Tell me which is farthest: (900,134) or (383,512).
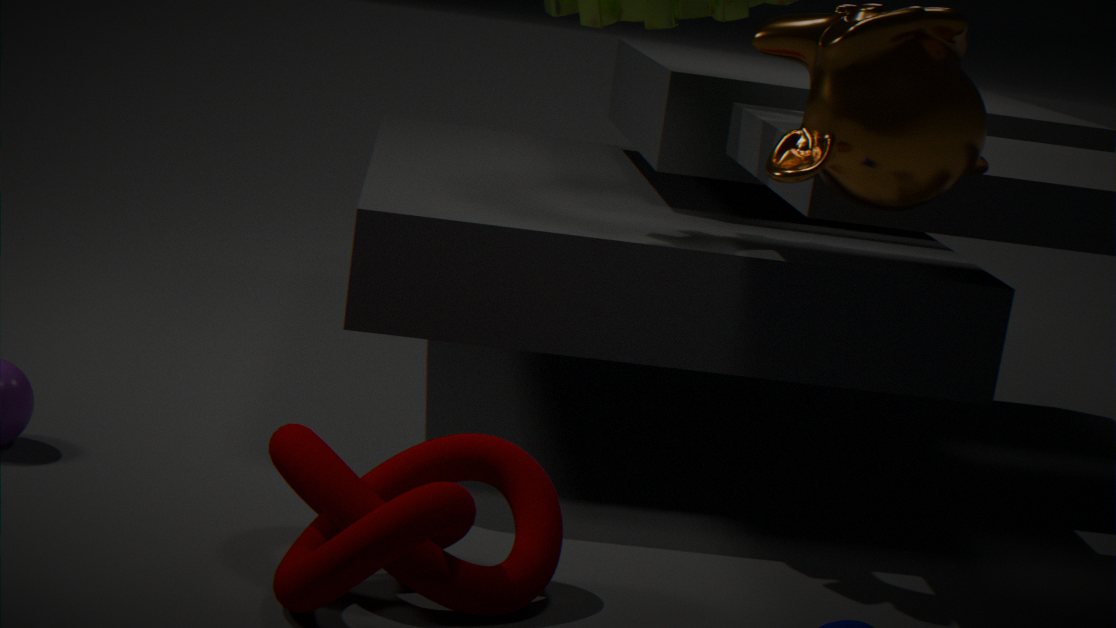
(383,512)
